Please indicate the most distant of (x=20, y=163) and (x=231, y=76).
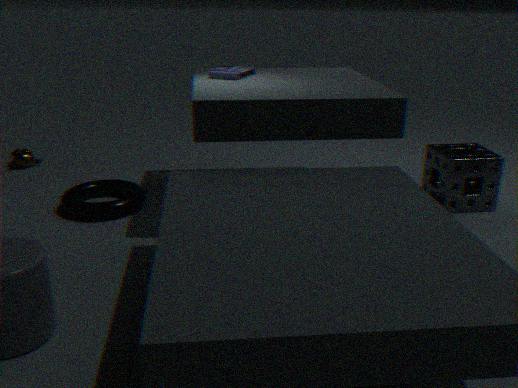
(x=20, y=163)
